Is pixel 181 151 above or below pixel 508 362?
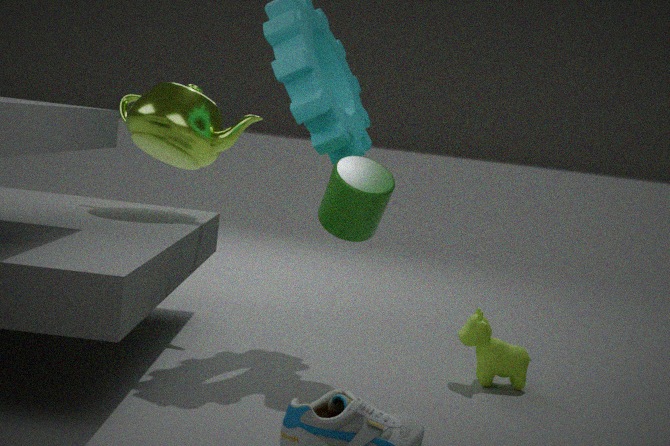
above
